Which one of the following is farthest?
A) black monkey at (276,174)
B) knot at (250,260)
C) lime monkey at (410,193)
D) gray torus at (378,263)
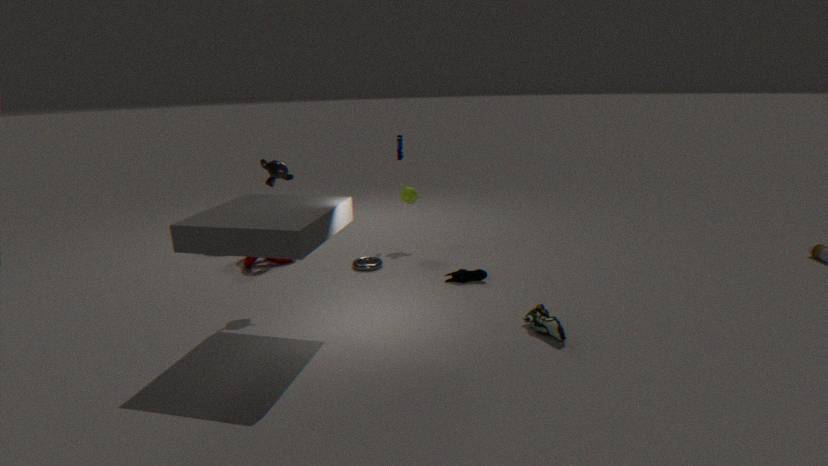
lime monkey at (410,193)
